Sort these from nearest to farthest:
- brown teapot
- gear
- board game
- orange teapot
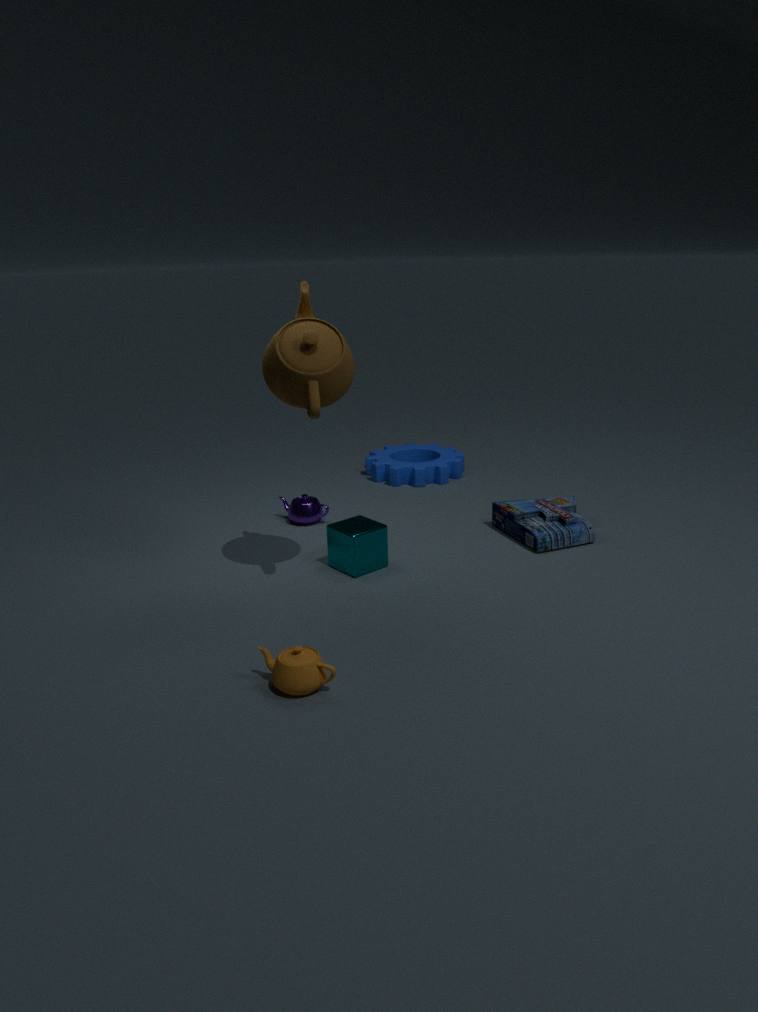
orange teapot, brown teapot, board game, gear
